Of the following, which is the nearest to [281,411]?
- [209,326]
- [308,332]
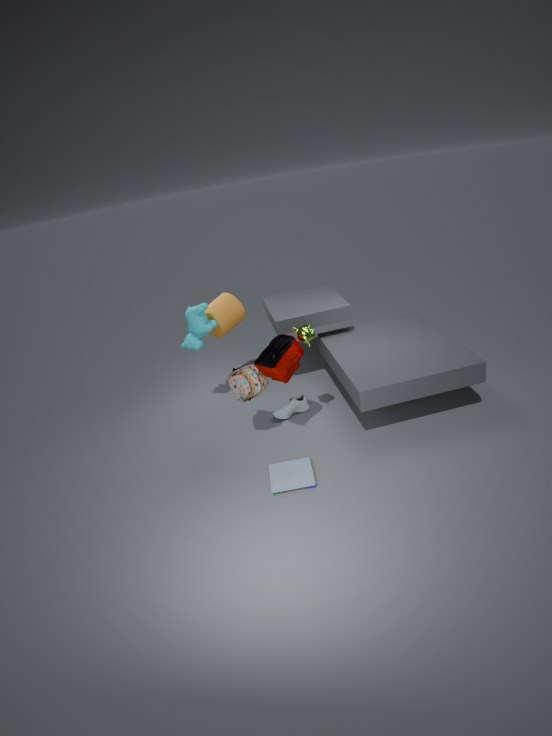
[308,332]
